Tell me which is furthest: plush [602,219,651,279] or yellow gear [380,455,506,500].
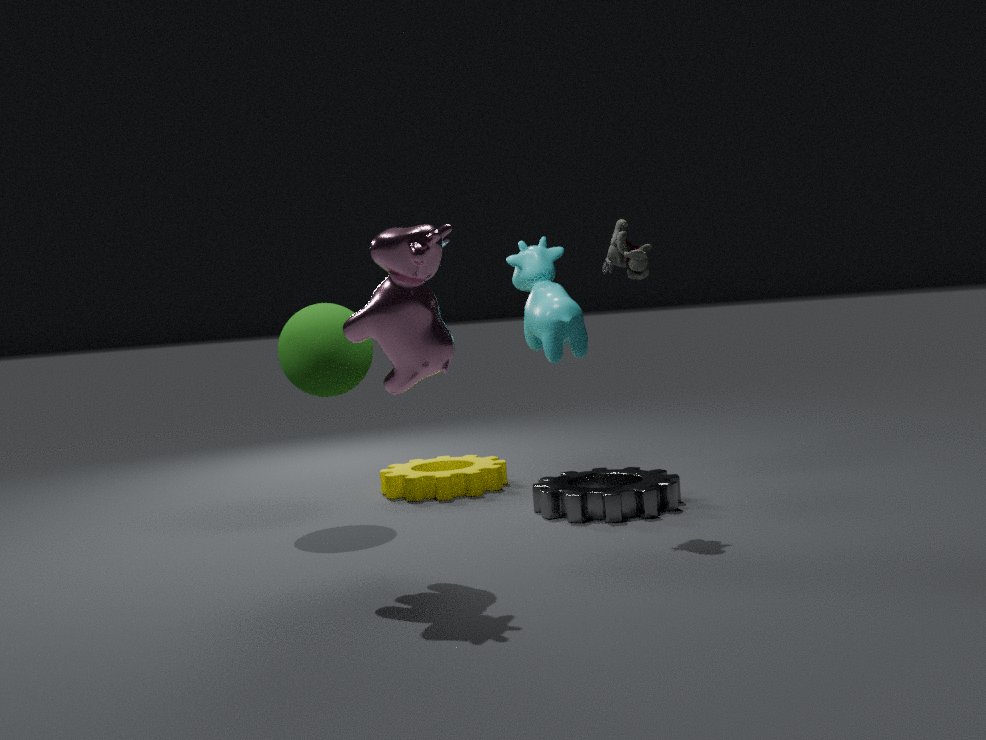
yellow gear [380,455,506,500]
